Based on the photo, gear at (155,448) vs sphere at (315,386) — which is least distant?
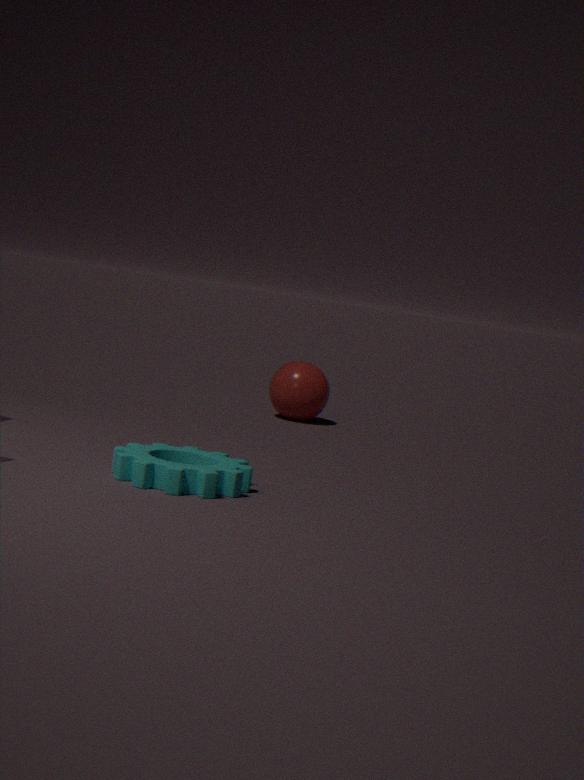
gear at (155,448)
